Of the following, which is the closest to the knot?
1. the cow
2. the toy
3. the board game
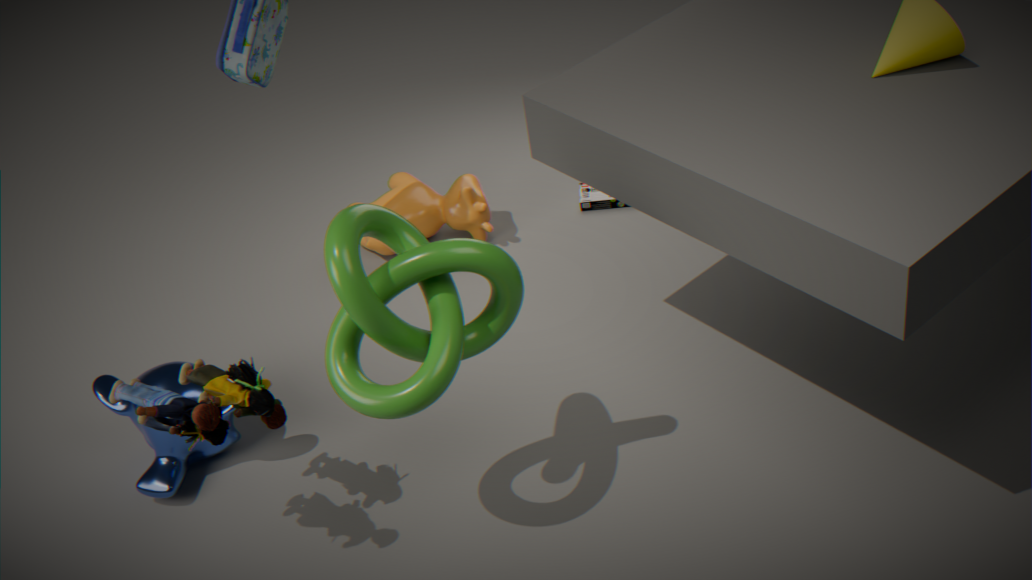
the toy
